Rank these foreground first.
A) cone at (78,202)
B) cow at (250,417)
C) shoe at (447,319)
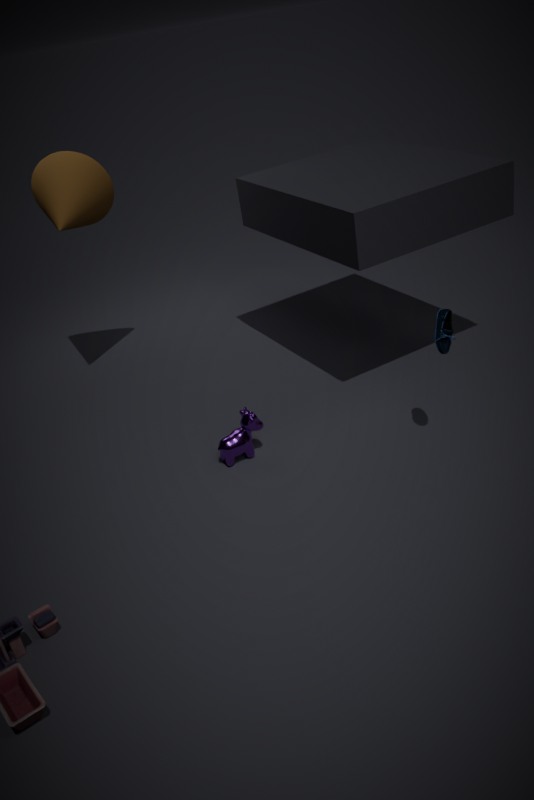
shoe at (447,319)
cow at (250,417)
cone at (78,202)
